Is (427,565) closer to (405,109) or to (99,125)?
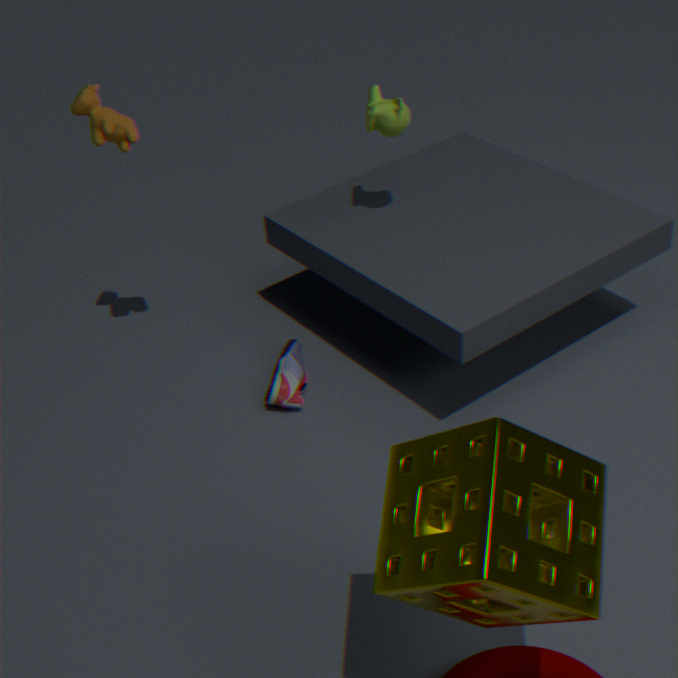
(405,109)
